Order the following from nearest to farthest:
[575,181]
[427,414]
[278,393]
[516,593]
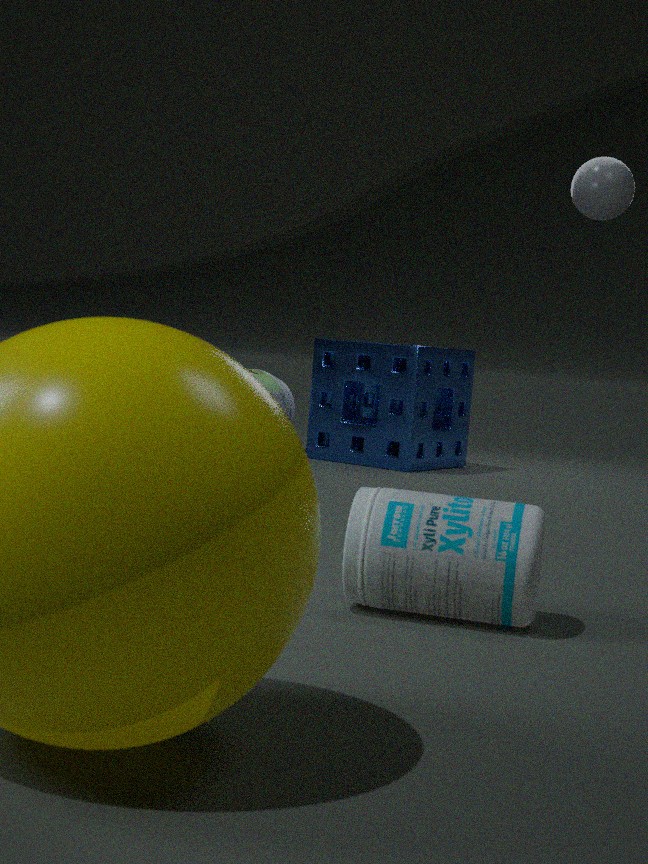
[516,593], [575,181], [427,414], [278,393]
